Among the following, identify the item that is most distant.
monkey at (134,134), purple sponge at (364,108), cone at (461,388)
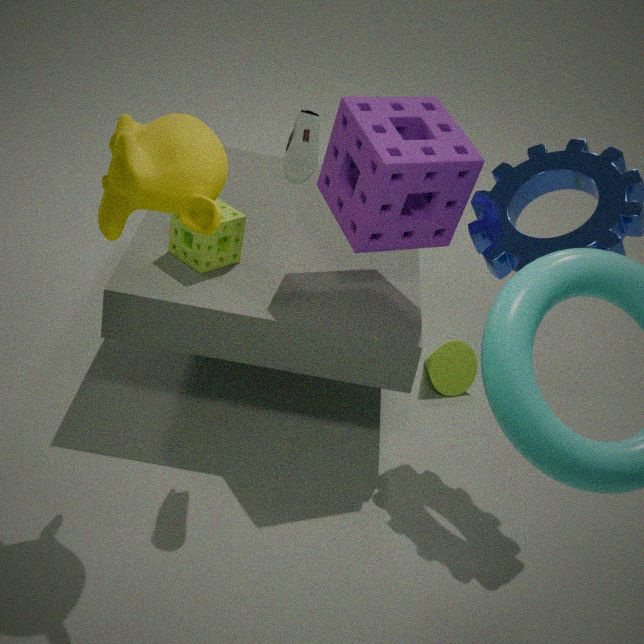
cone at (461,388)
